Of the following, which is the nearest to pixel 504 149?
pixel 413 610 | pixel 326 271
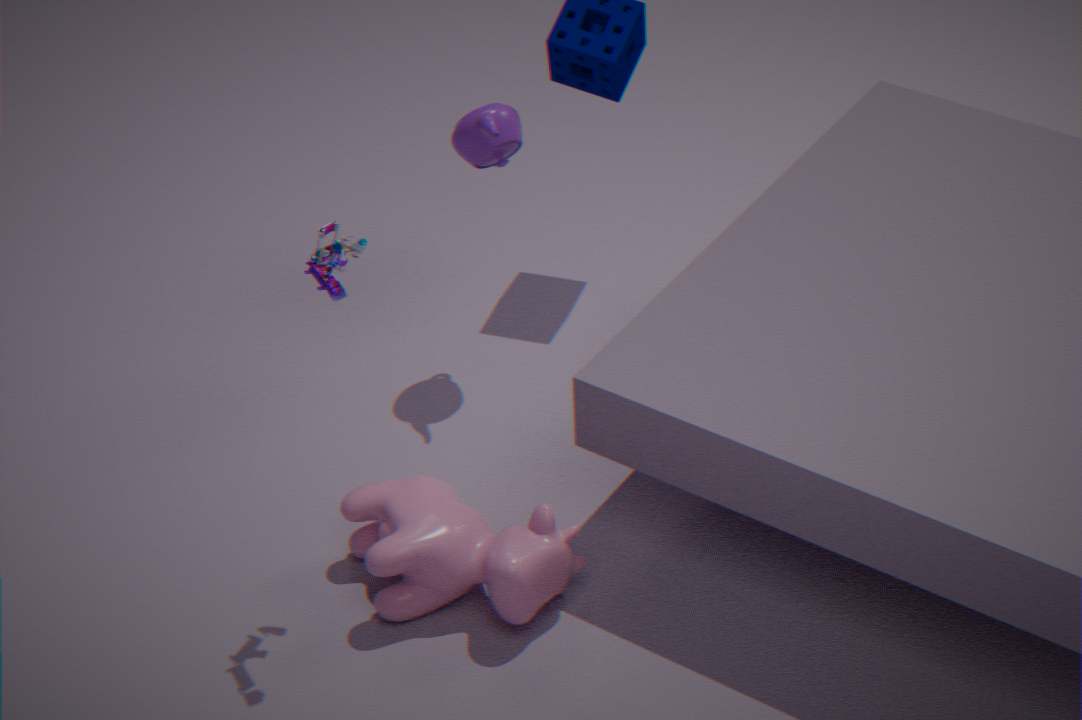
pixel 326 271
